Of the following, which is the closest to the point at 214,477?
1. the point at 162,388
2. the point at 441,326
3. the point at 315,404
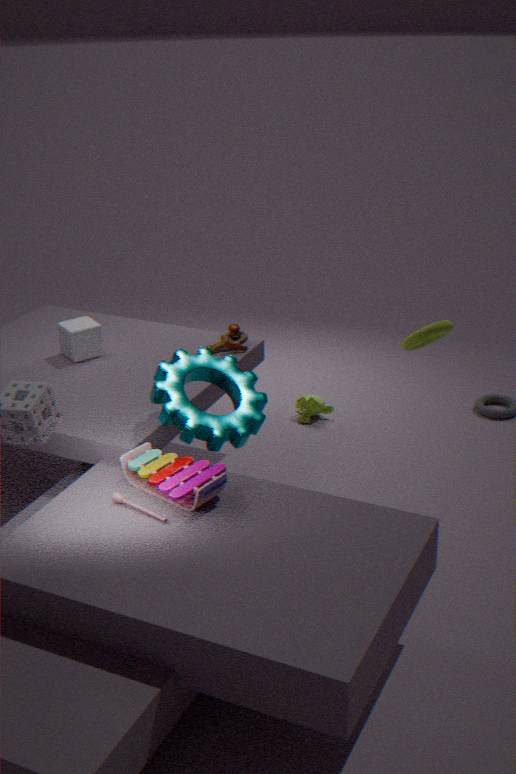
the point at 162,388
